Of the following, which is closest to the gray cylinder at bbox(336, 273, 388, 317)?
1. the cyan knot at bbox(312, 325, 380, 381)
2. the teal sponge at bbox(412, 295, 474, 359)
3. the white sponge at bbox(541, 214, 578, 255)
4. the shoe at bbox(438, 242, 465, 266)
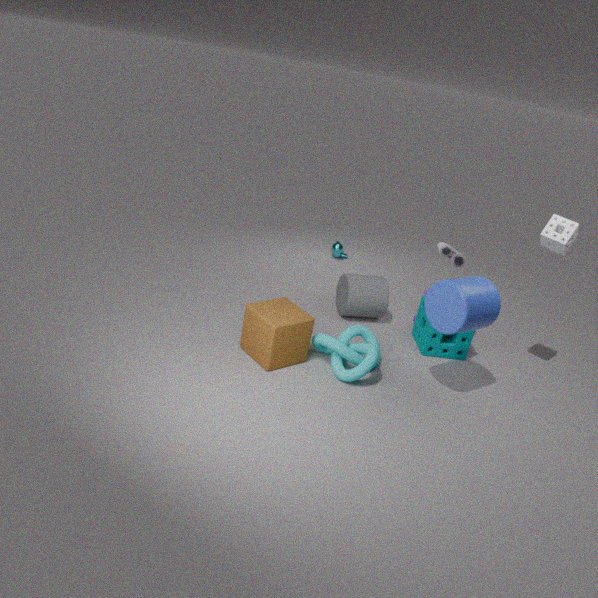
the teal sponge at bbox(412, 295, 474, 359)
